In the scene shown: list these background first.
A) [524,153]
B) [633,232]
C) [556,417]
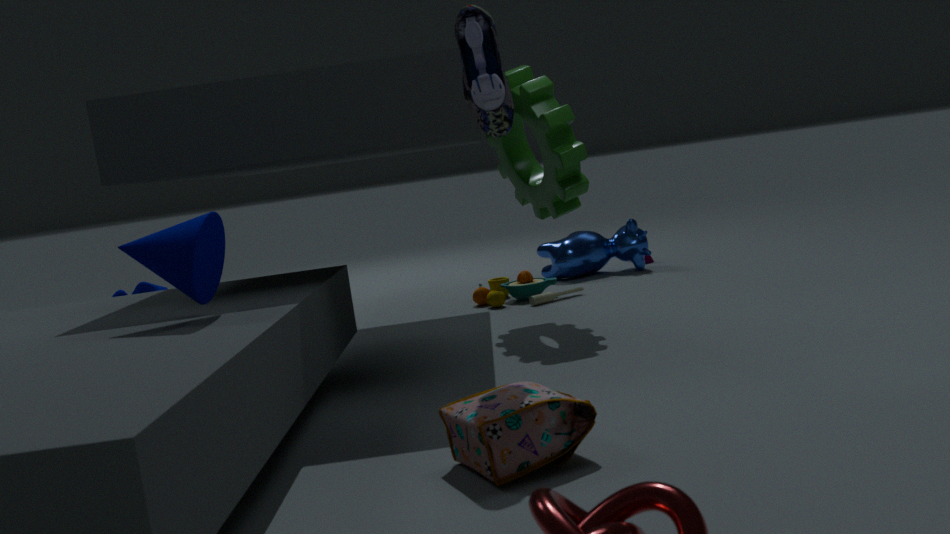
[633,232] → [524,153] → [556,417]
